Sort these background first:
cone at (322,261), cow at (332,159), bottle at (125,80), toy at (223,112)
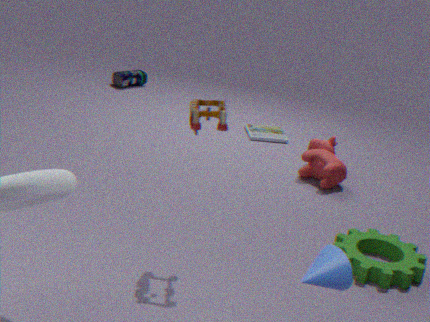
bottle at (125,80)
cow at (332,159)
toy at (223,112)
cone at (322,261)
